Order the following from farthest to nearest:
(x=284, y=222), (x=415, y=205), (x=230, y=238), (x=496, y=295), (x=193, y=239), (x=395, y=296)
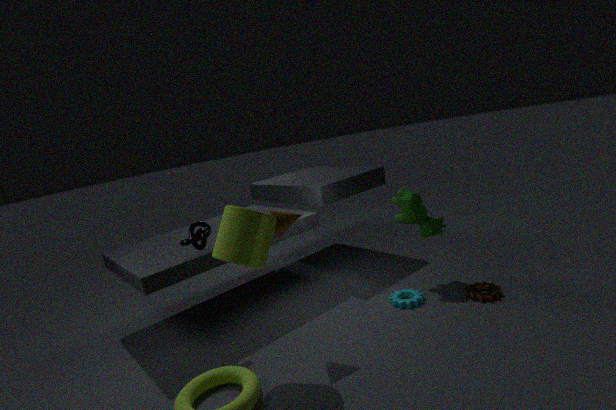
1. (x=415, y=205)
2. (x=395, y=296)
3. (x=496, y=295)
4. (x=193, y=239)
5. (x=284, y=222)
6. (x=230, y=238)
